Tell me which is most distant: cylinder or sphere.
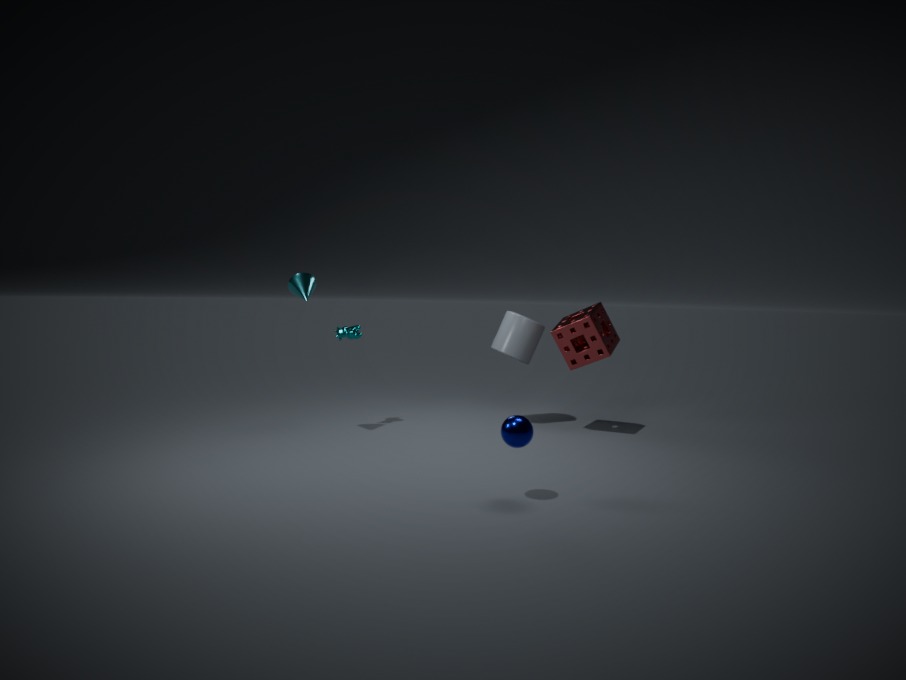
cylinder
